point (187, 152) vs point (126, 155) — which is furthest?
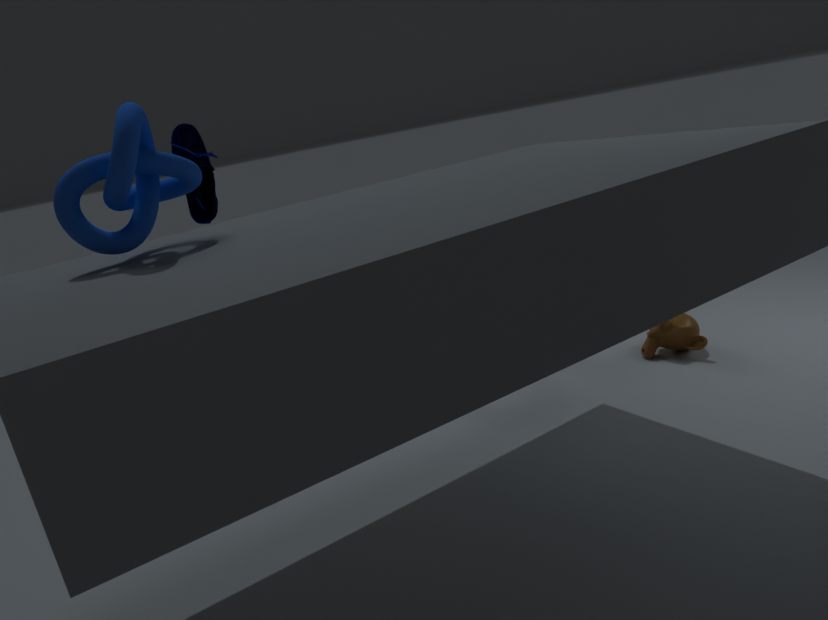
point (187, 152)
